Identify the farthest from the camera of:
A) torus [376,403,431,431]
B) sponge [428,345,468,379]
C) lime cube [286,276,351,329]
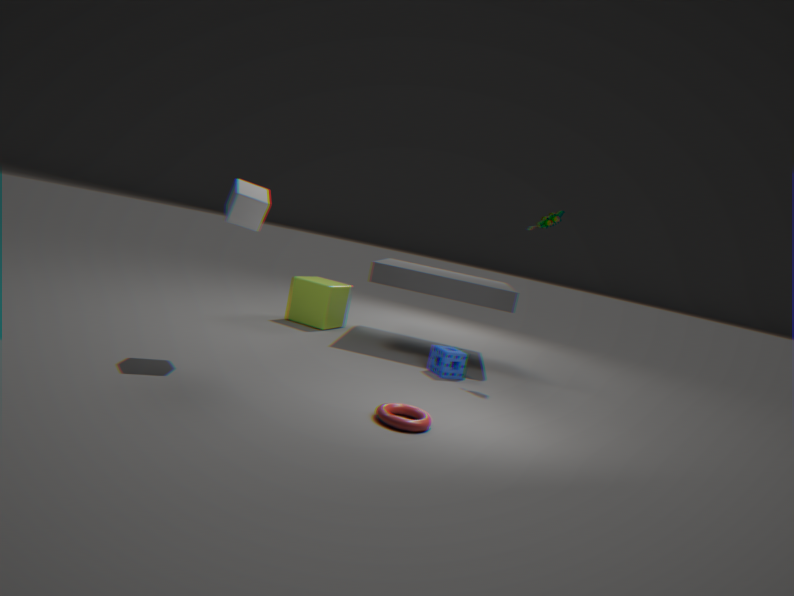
lime cube [286,276,351,329]
